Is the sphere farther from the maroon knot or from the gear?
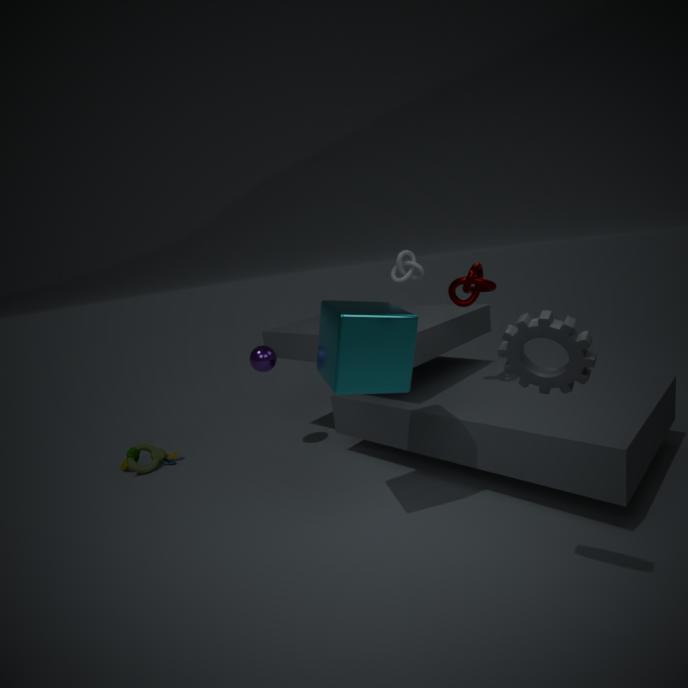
the gear
